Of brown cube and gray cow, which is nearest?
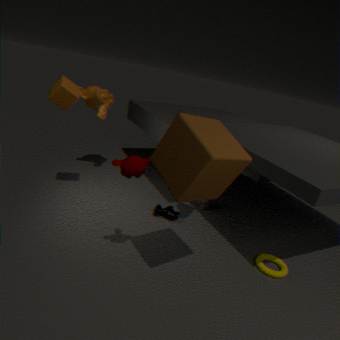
brown cube
